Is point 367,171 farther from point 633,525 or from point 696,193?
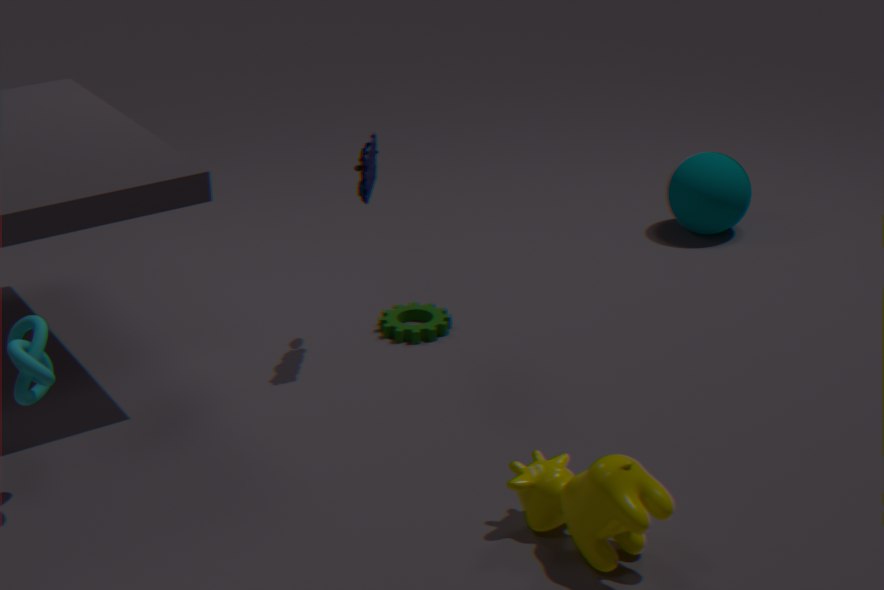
point 696,193
